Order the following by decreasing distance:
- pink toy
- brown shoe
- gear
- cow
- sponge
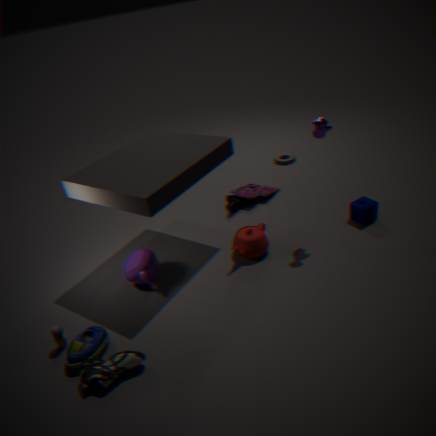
gear
pink toy
sponge
cow
brown shoe
